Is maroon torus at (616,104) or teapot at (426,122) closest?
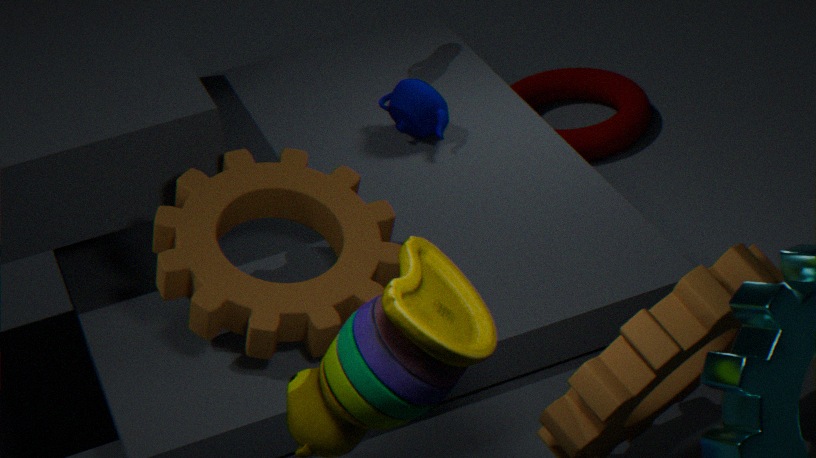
teapot at (426,122)
